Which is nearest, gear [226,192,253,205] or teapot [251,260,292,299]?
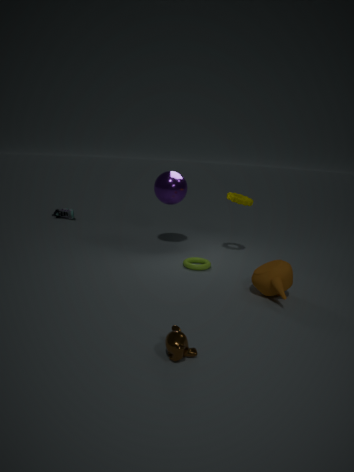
teapot [251,260,292,299]
